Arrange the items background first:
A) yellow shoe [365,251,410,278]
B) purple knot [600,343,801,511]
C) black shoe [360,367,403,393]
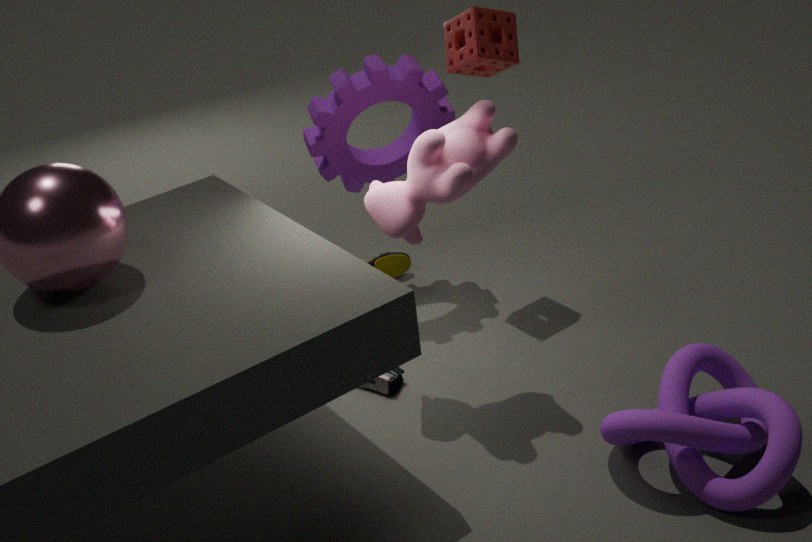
yellow shoe [365,251,410,278] < black shoe [360,367,403,393] < purple knot [600,343,801,511]
